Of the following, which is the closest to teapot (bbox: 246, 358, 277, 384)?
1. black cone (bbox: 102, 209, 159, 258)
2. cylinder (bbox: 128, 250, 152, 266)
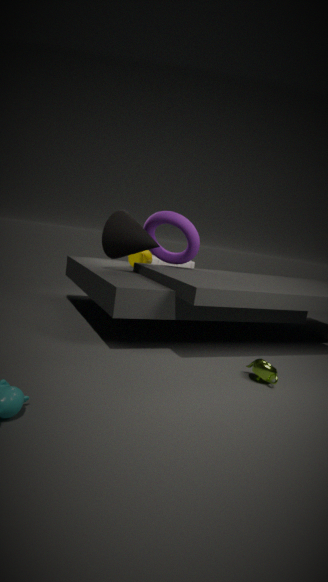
black cone (bbox: 102, 209, 159, 258)
